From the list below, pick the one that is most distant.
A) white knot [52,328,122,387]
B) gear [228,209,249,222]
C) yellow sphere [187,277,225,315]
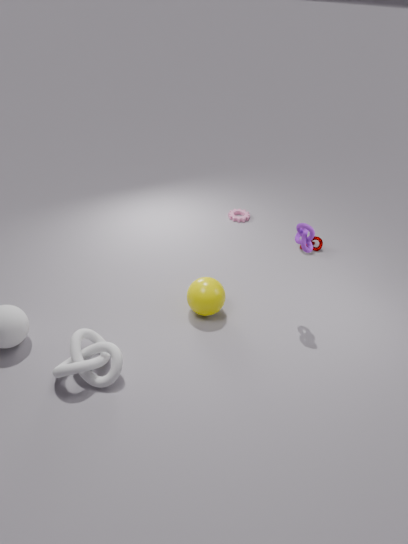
gear [228,209,249,222]
